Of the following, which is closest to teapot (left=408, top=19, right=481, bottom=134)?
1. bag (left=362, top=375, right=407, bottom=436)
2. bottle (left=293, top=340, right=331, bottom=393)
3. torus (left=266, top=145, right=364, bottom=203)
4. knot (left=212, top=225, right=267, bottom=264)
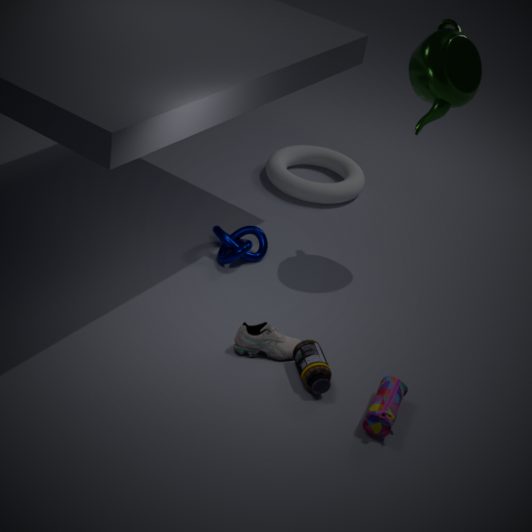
knot (left=212, top=225, right=267, bottom=264)
